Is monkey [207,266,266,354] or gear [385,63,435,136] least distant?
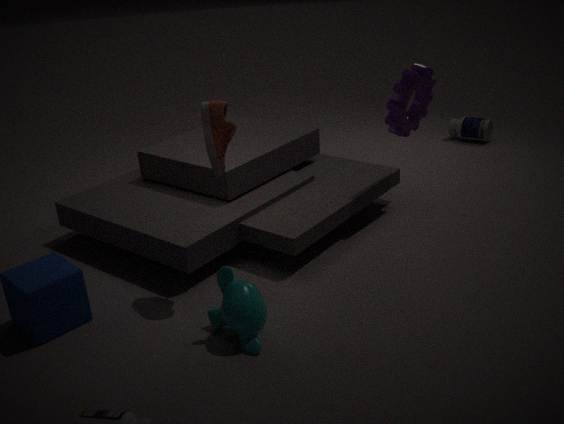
monkey [207,266,266,354]
